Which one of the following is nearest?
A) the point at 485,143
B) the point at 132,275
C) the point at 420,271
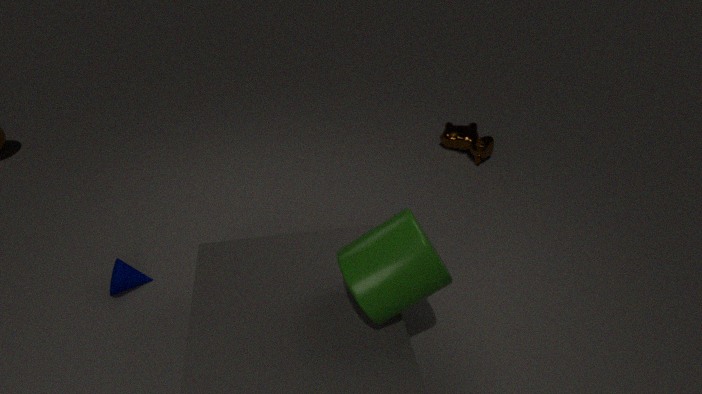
the point at 420,271
